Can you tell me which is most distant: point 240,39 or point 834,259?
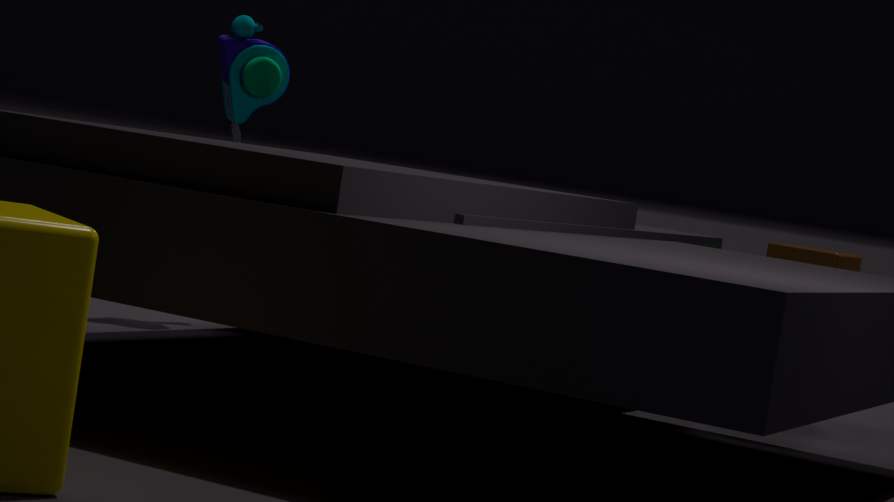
point 834,259
